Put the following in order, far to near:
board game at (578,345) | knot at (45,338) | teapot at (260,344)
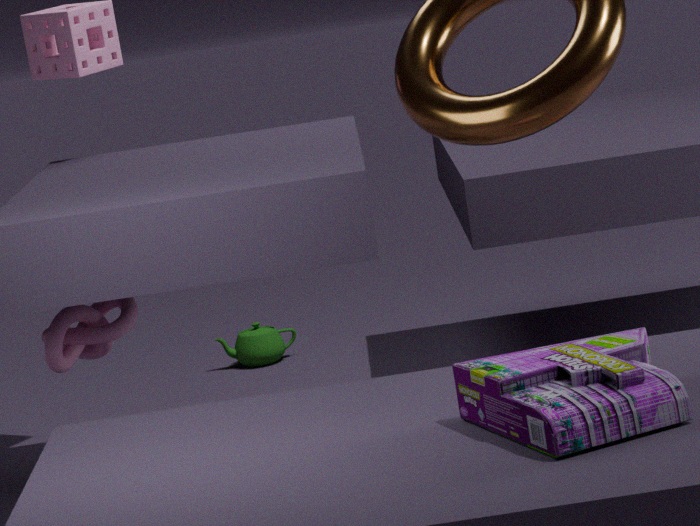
teapot at (260,344) → knot at (45,338) → board game at (578,345)
